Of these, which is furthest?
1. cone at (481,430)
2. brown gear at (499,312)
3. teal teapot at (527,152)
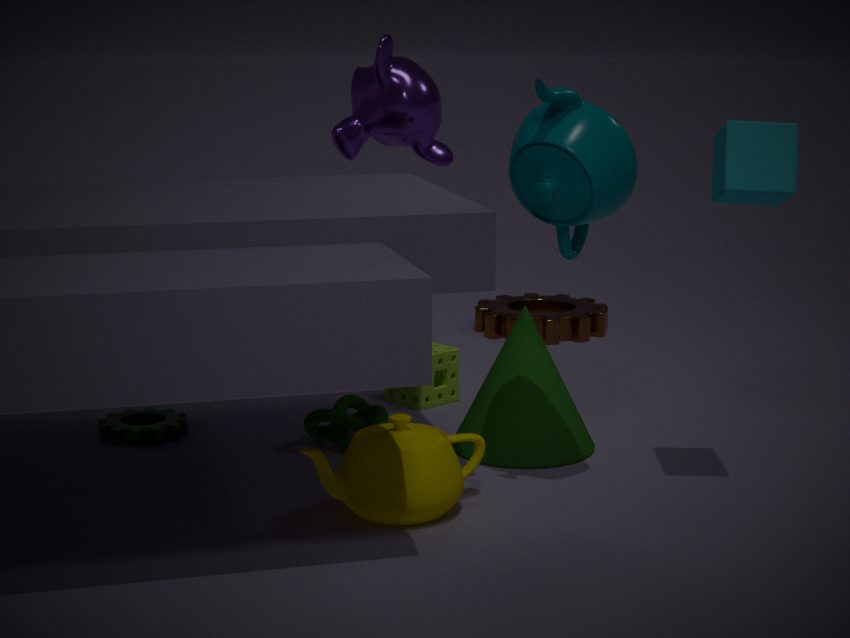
brown gear at (499,312)
